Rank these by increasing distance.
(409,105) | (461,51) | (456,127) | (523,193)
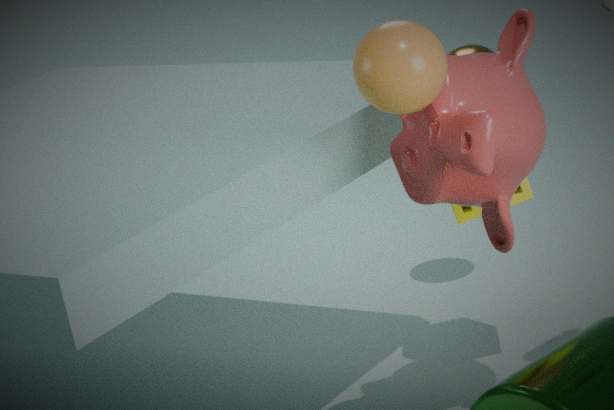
(409,105) < (456,127) < (523,193) < (461,51)
